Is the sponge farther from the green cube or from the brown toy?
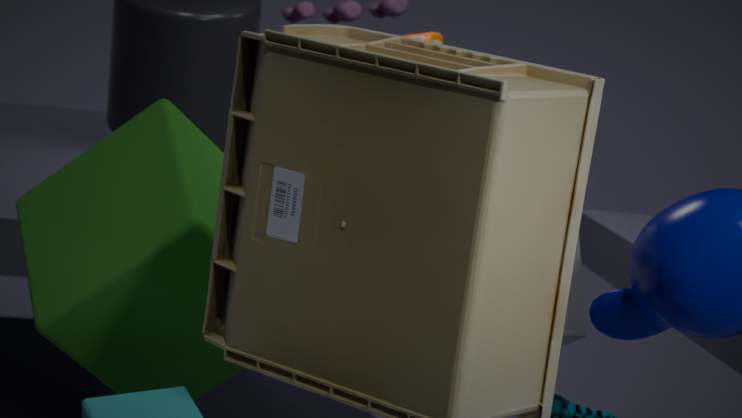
the brown toy
